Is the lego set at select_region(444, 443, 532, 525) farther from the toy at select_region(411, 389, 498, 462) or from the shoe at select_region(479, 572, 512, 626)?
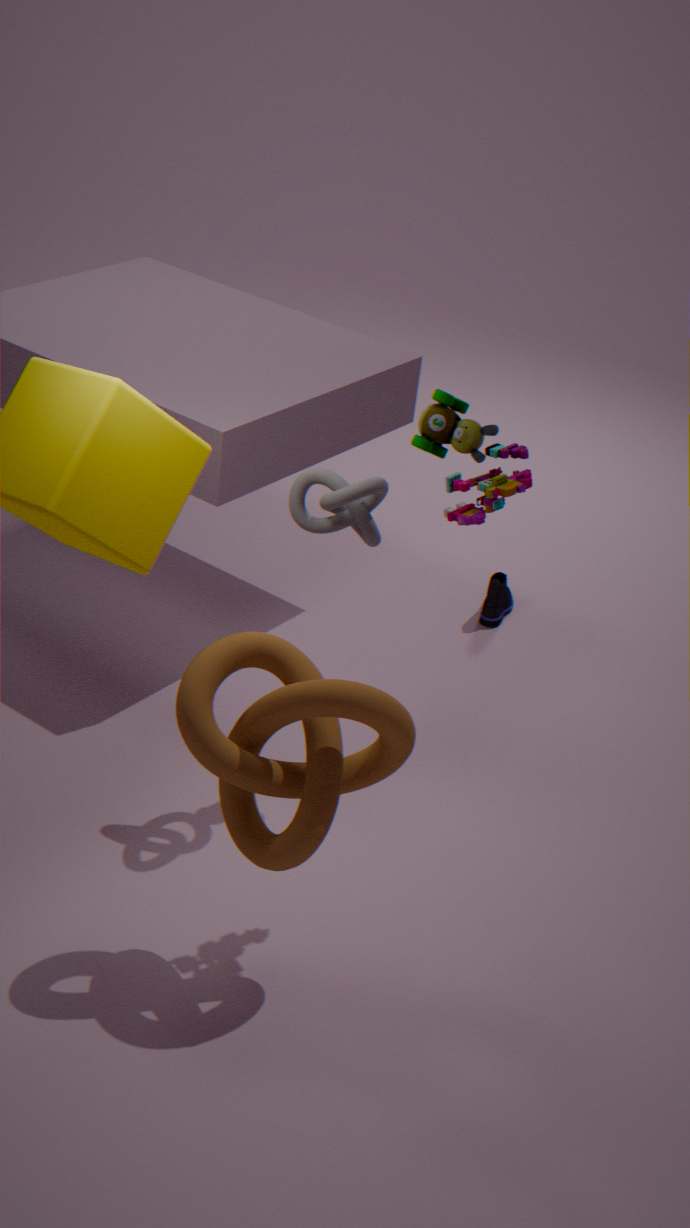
the shoe at select_region(479, 572, 512, 626)
